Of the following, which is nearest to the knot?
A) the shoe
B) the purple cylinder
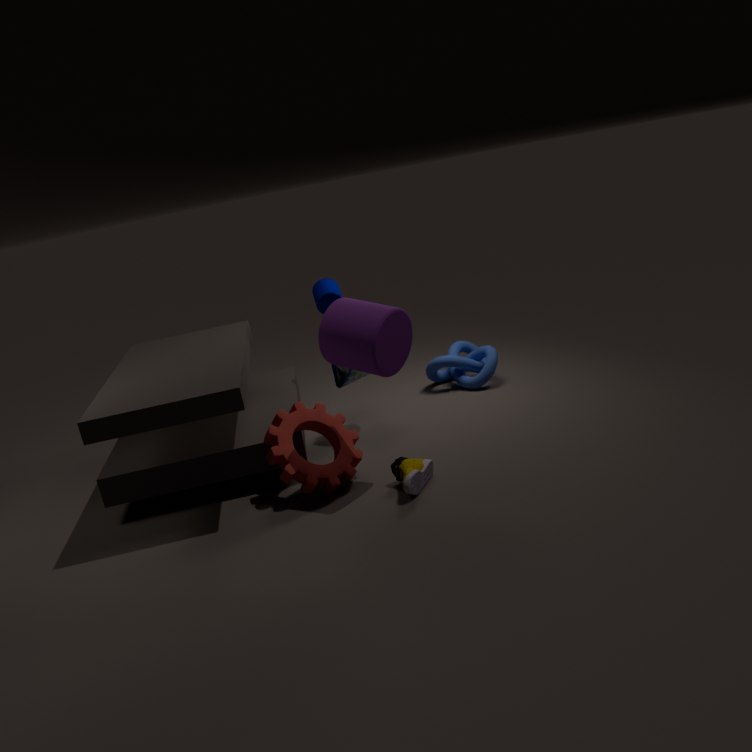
the shoe
